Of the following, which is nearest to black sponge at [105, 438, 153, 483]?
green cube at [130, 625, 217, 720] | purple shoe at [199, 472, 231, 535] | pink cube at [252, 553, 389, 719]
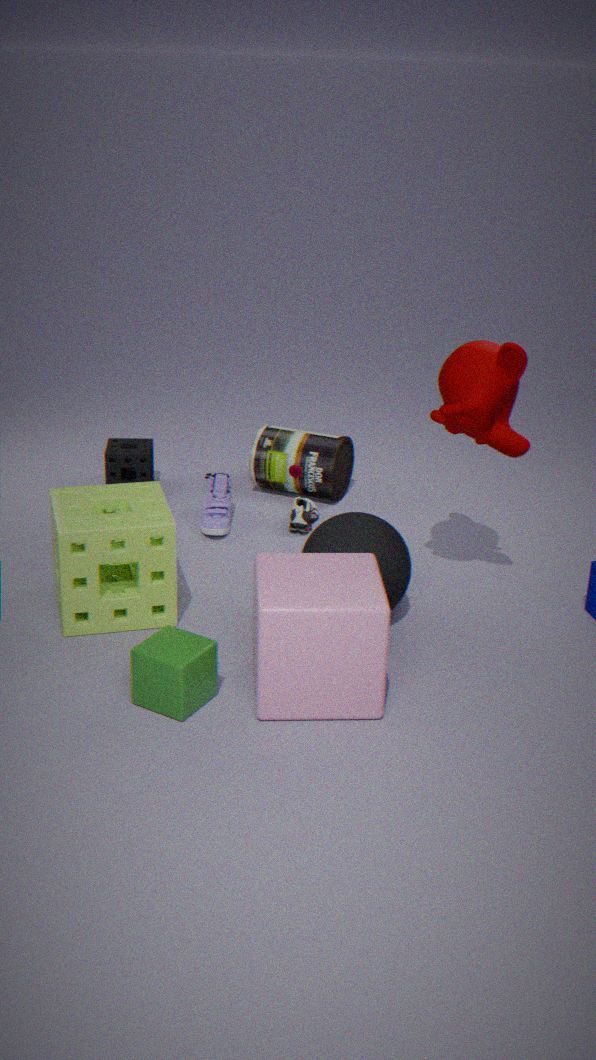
purple shoe at [199, 472, 231, 535]
